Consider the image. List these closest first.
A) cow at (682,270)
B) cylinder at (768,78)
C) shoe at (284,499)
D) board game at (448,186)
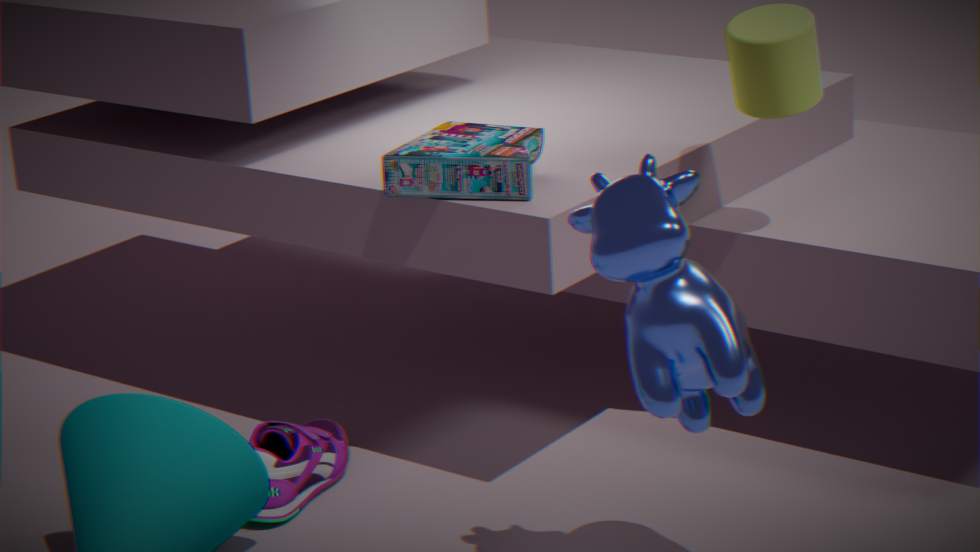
cow at (682,270) → cylinder at (768,78) → board game at (448,186) → shoe at (284,499)
